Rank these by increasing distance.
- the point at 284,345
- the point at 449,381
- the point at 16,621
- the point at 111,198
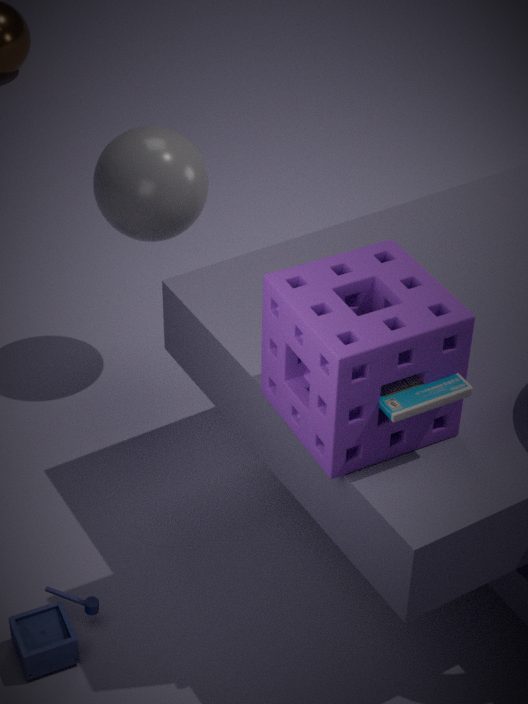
the point at 449,381, the point at 284,345, the point at 16,621, the point at 111,198
